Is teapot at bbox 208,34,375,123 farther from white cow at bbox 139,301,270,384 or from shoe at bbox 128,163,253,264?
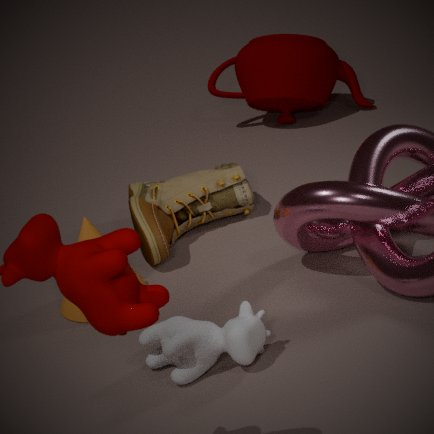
white cow at bbox 139,301,270,384
